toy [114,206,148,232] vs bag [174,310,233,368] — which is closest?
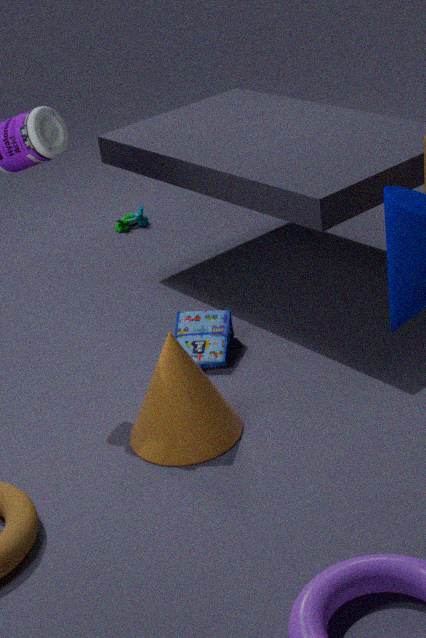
bag [174,310,233,368]
